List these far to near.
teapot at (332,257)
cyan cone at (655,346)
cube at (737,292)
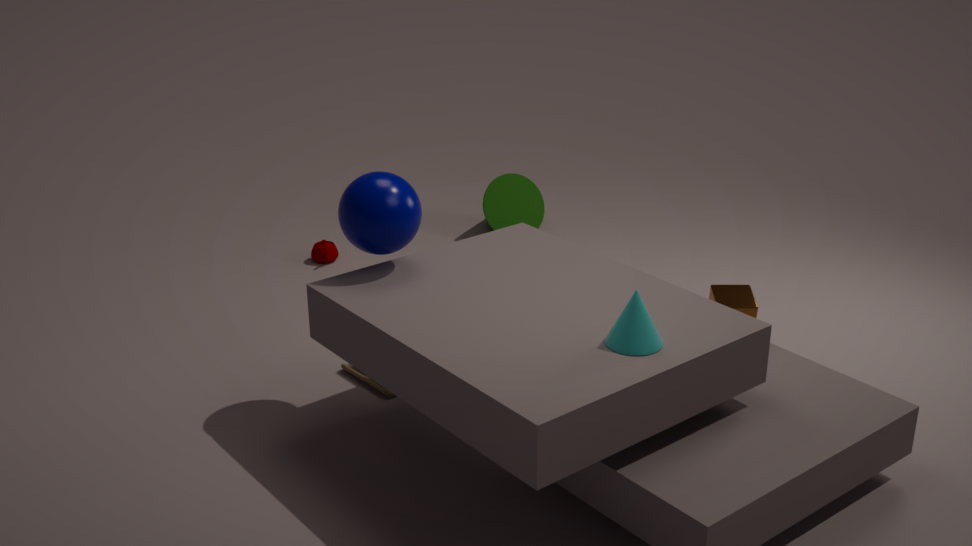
teapot at (332,257), cube at (737,292), cyan cone at (655,346)
